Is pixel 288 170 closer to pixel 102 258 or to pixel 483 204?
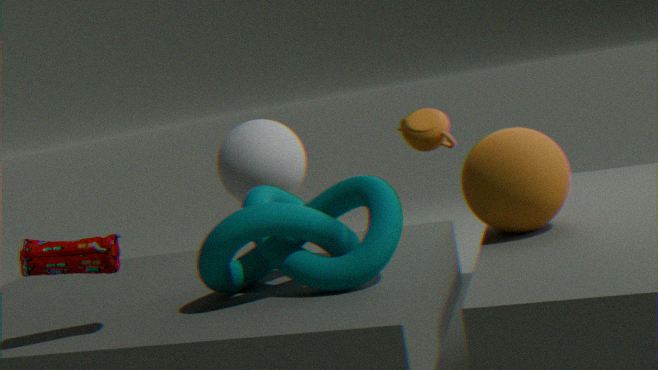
pixel 483 204
